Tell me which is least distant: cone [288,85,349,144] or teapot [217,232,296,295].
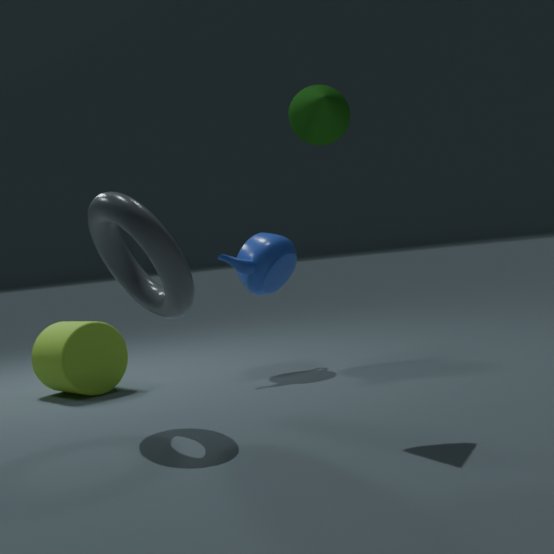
cone [288,85,349,144]
